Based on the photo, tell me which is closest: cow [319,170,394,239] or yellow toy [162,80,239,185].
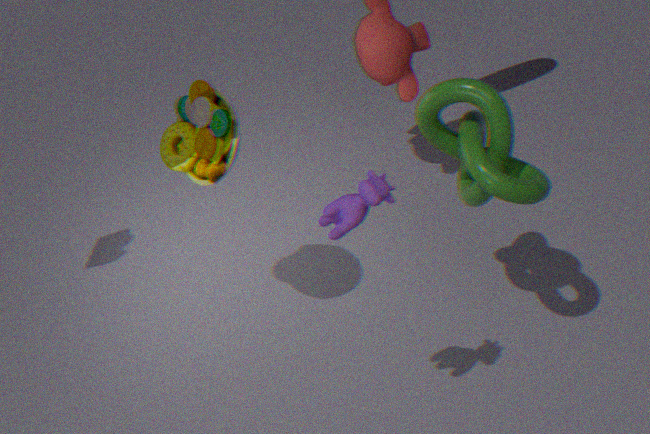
cow [319,170,394,239]
